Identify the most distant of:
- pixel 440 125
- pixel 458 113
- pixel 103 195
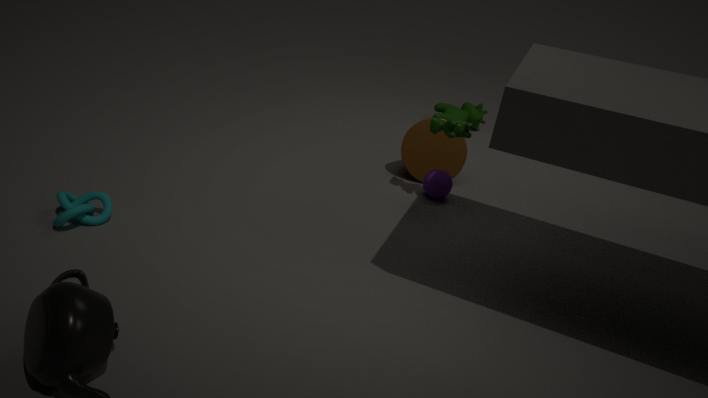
pixel 458 113
